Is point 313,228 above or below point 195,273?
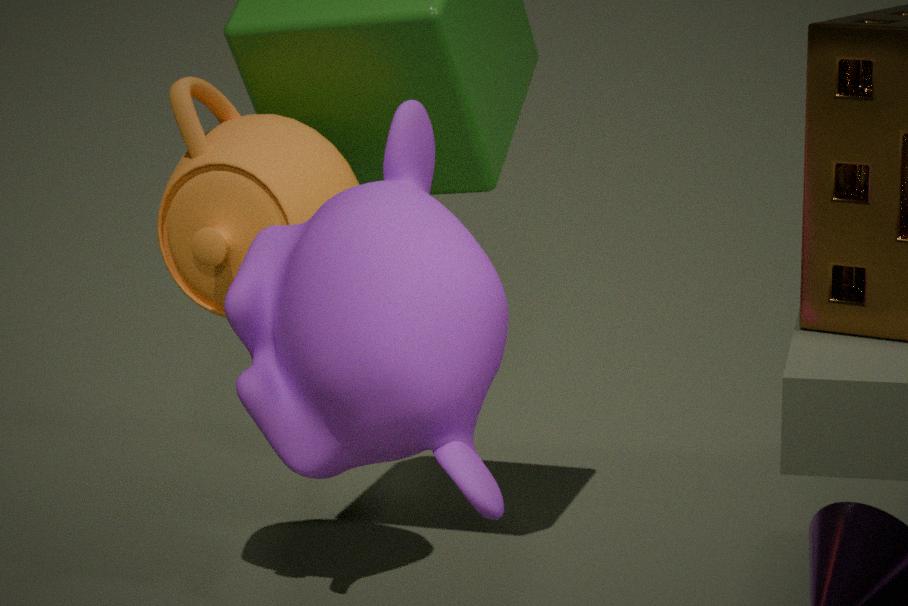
above
